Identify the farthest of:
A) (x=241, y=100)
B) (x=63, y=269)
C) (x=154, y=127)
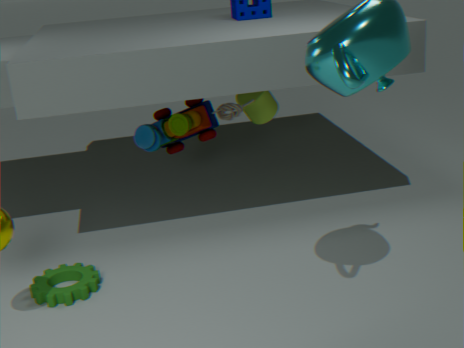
(x=241, y=100)
